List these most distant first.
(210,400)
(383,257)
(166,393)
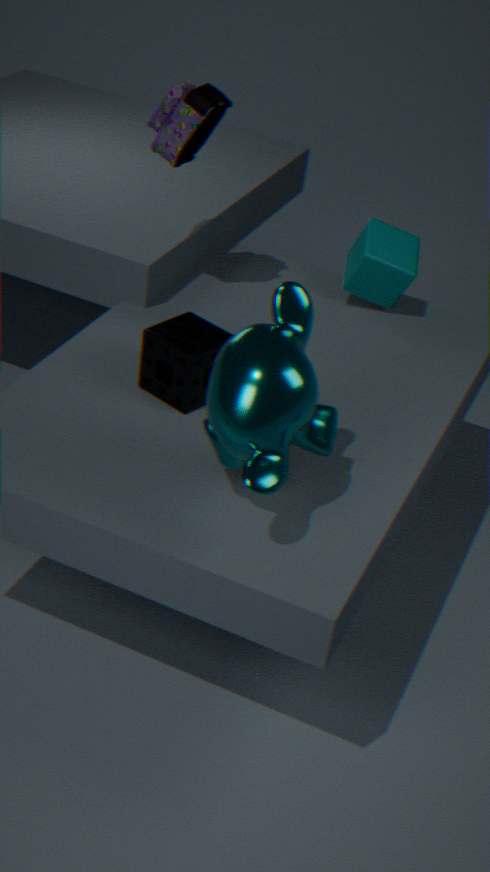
(383,257) < (166,393) < (210,400)
